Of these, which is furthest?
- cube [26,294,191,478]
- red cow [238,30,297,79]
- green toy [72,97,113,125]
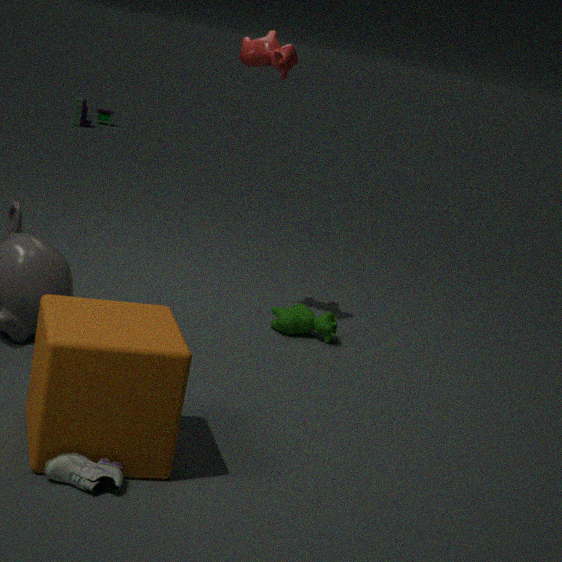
green toy [72,97,113,125]
